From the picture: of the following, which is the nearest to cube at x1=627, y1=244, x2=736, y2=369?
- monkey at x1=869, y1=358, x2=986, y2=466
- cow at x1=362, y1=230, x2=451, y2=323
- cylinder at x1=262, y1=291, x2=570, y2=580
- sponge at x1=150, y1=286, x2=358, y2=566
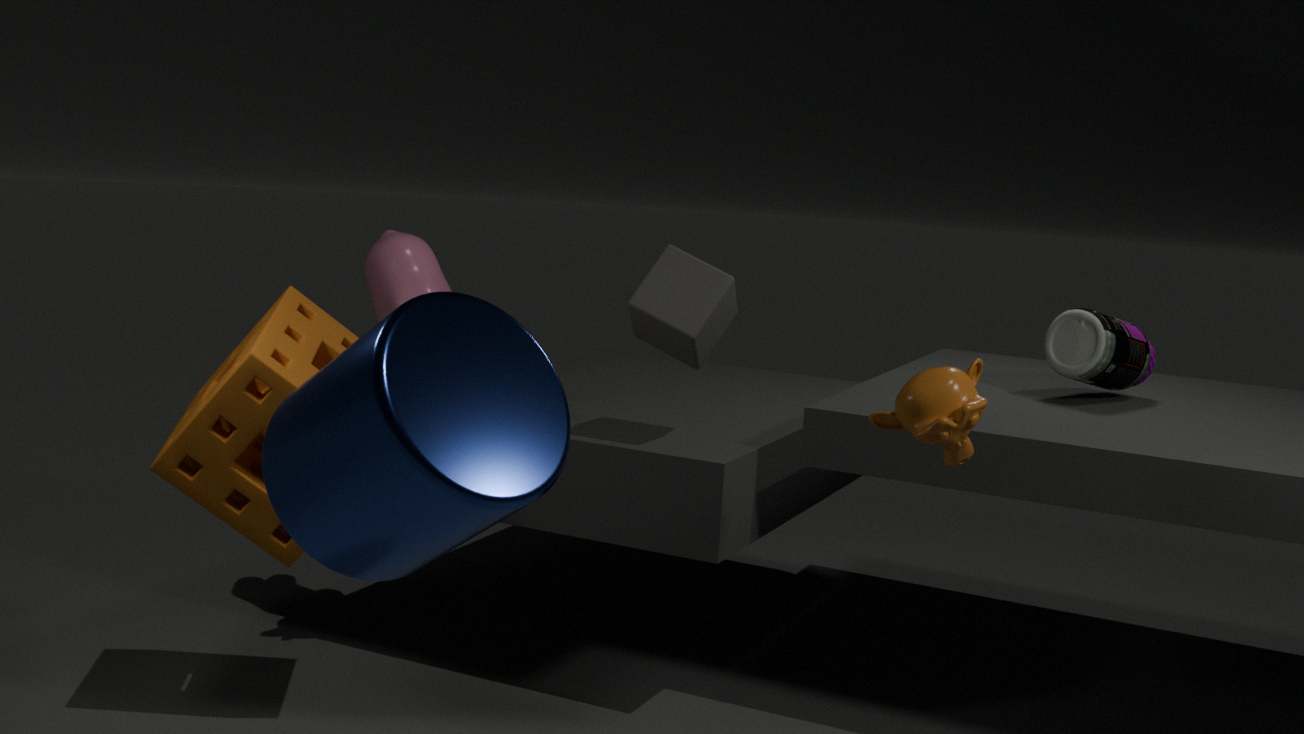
cow at x1=362, y1=230, x2=451, y2=323
